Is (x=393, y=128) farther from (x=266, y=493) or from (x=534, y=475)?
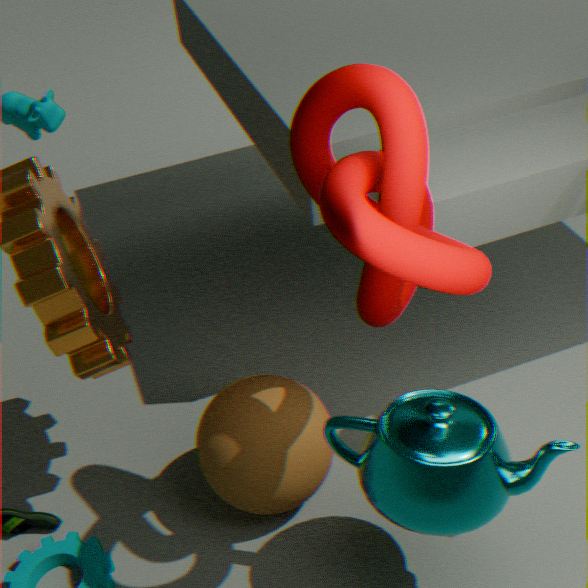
(x=266, y=493)
